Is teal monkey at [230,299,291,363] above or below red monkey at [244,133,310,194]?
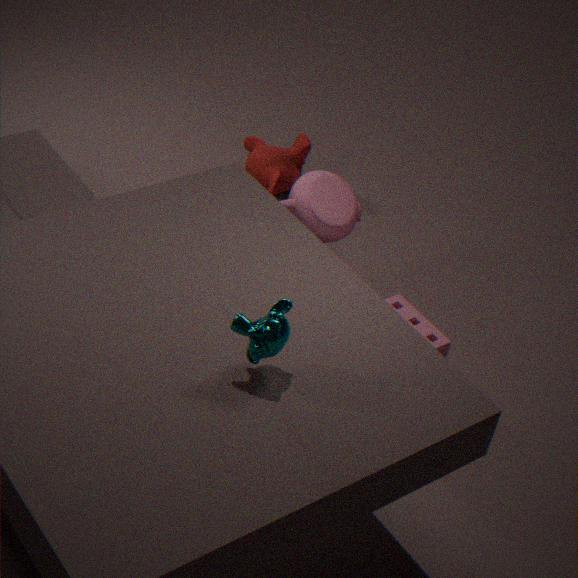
above
